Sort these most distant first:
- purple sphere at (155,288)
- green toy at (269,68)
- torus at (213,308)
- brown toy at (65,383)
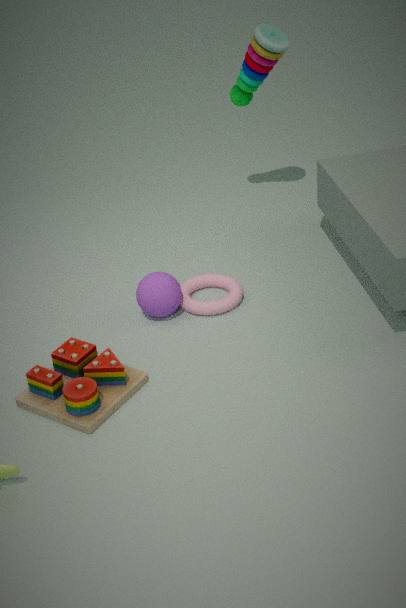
green toy at (269,68) < torus at (213,308) < purple sphere at (155,288) < brown toy at (65,383)
